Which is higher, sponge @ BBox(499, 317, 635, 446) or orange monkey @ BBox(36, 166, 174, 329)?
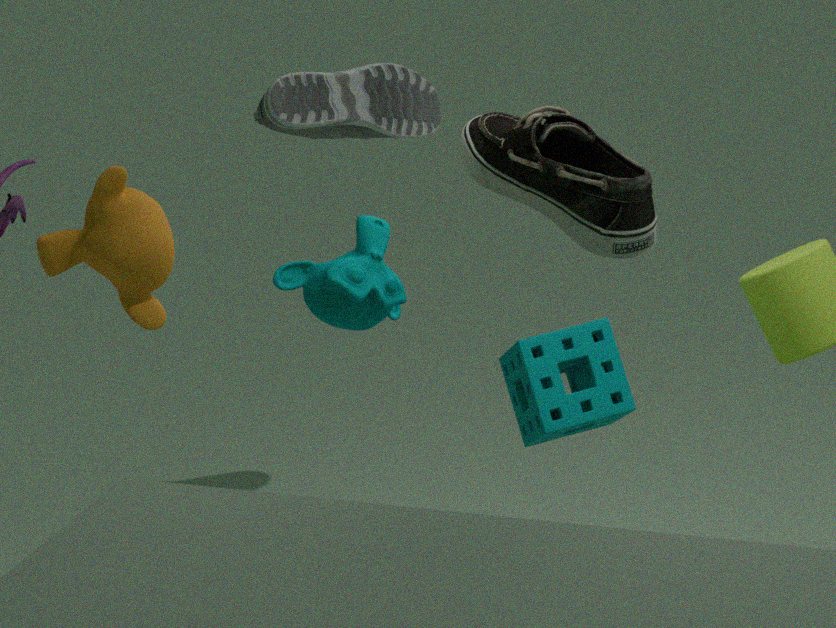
orange monkey @ BBox(36, 166, 174, 329)
